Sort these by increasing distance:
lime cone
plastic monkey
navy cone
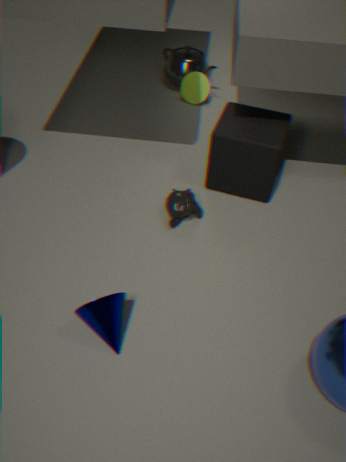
navy cone < plastic monkey < lime cone
